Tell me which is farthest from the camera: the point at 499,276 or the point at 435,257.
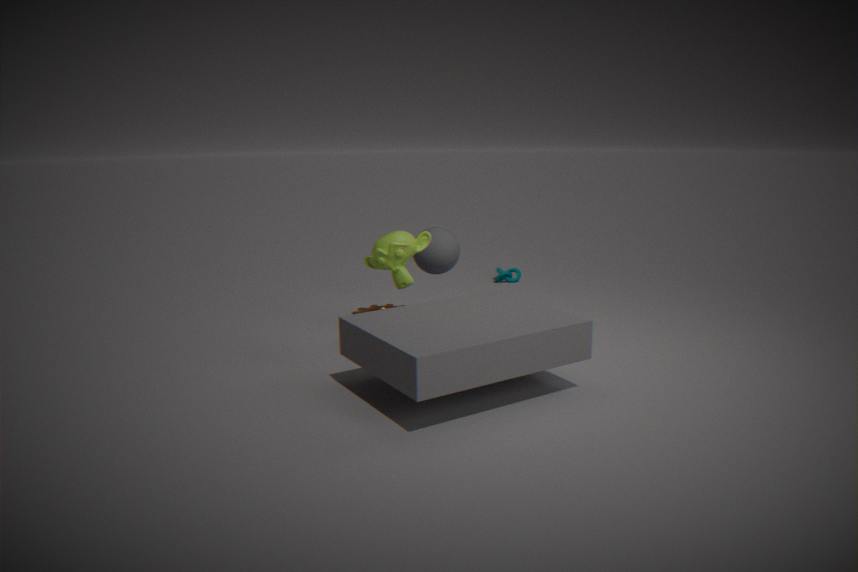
the point at 499,276
